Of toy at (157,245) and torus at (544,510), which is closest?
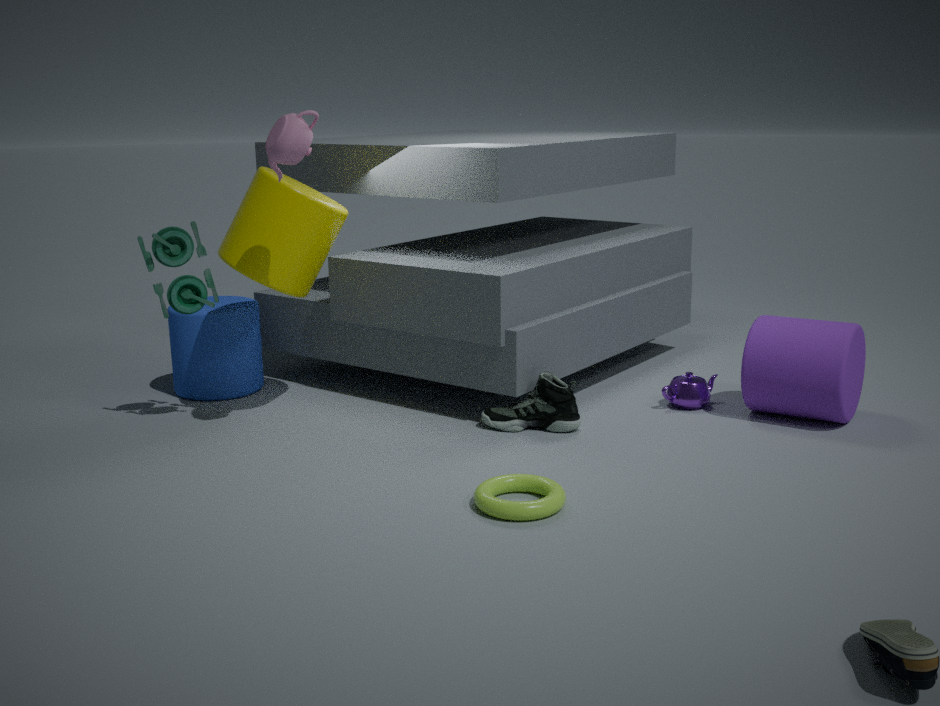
torus at (544,510)
